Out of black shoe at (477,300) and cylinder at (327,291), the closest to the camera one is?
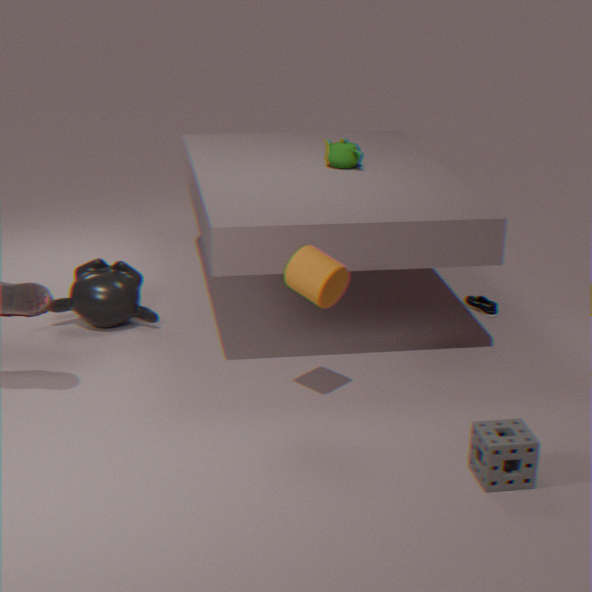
cylinder at (327,291)
